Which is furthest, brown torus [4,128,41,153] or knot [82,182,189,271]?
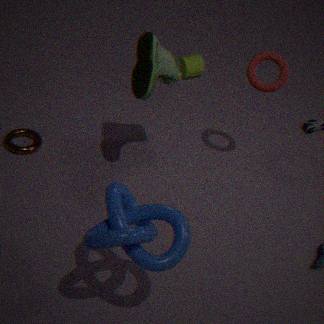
brown torus [4,128,41,153]
